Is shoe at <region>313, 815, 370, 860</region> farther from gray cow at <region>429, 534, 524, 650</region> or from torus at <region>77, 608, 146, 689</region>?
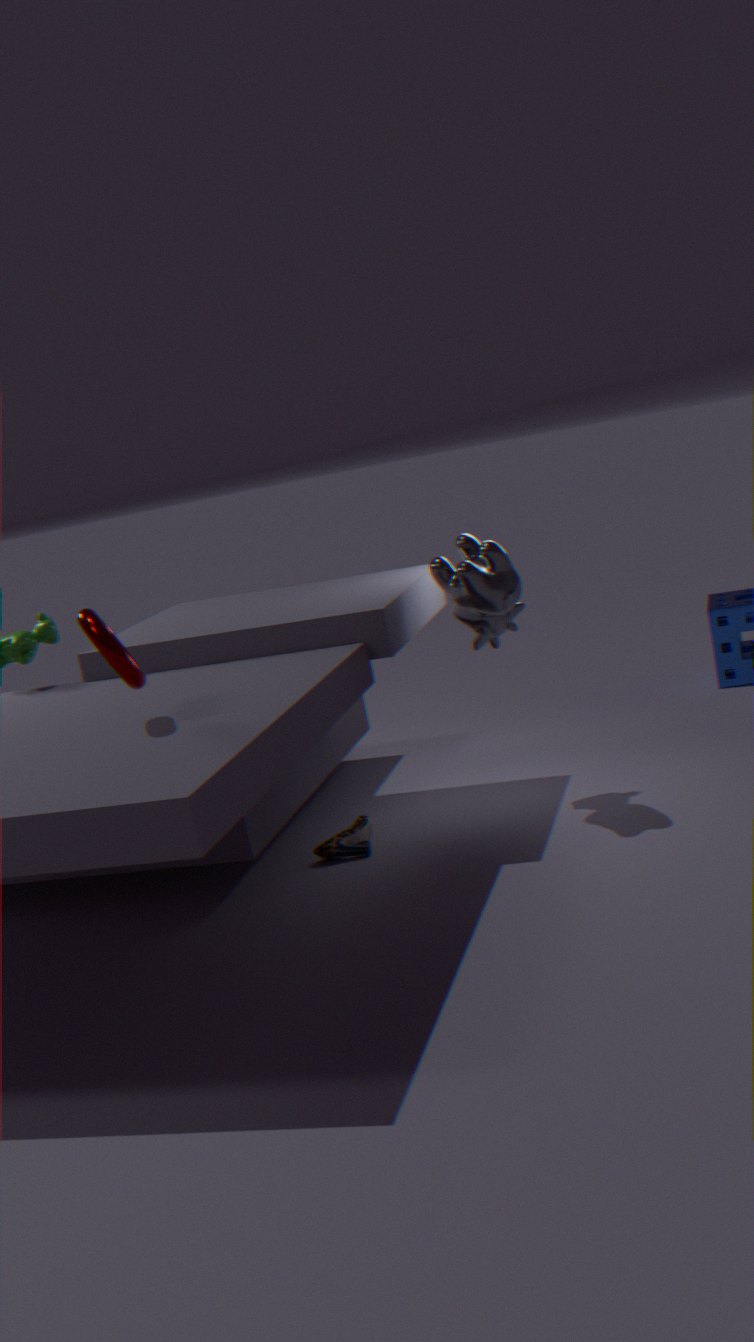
torus at <region>77, 608, 146, 689</region>
